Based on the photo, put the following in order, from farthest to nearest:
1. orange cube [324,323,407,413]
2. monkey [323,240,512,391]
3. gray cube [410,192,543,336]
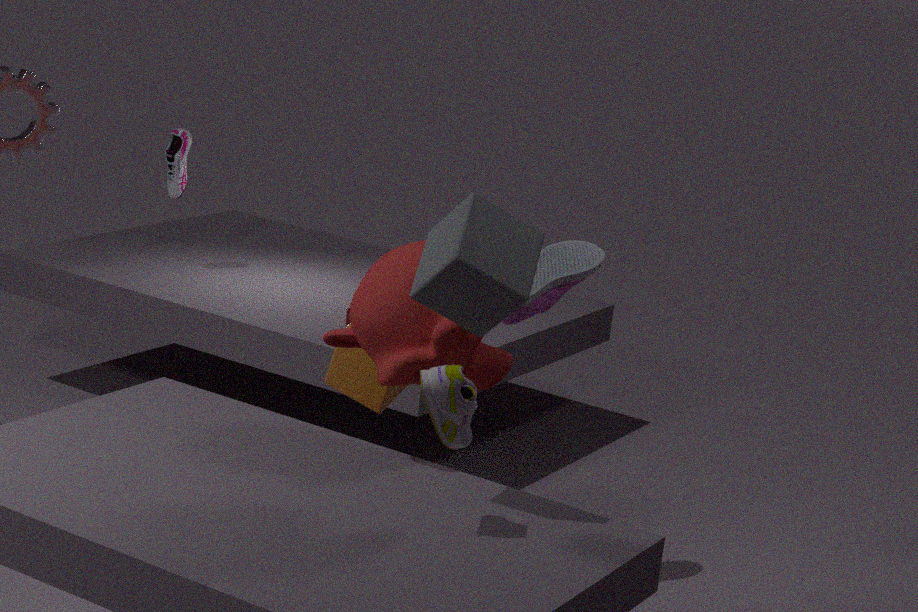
orange cube [324,323,407,413]
monkey [323,240,512,391]
gray cube [410,192,543,336]
